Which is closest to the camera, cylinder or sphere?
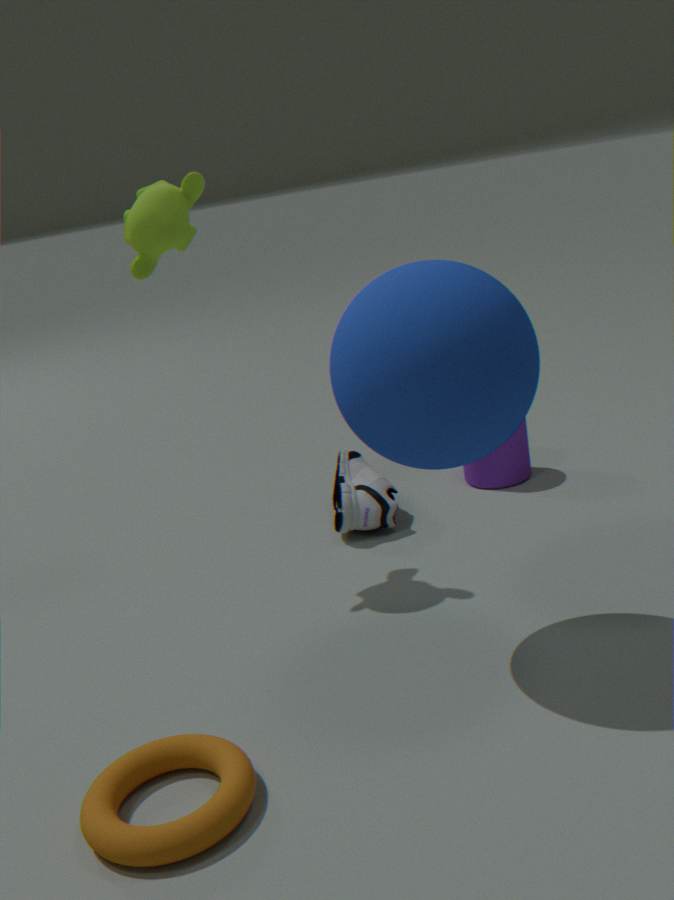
sphere
